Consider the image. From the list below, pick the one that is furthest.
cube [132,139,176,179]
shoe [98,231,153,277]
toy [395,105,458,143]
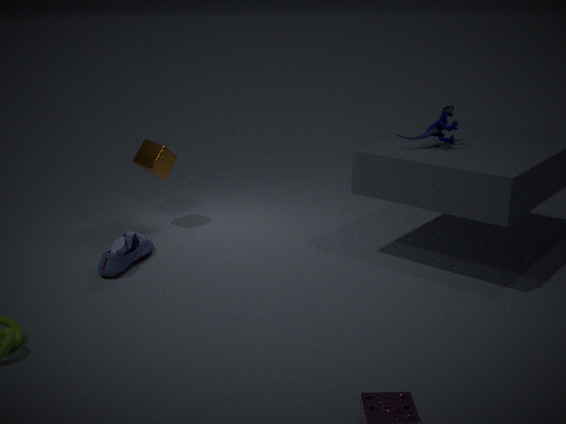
cube [132,139,176,179]
